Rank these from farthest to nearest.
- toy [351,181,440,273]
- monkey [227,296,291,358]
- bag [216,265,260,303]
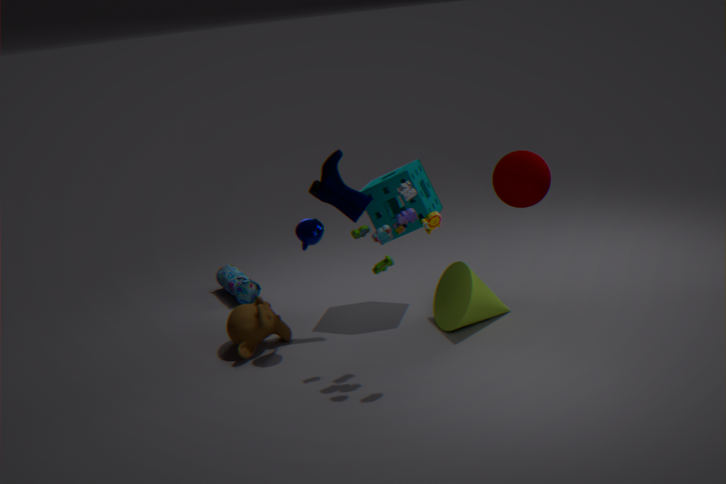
bag [216,265,260,303], monkey [227,296,291,358], toy [351,181,440,273]
